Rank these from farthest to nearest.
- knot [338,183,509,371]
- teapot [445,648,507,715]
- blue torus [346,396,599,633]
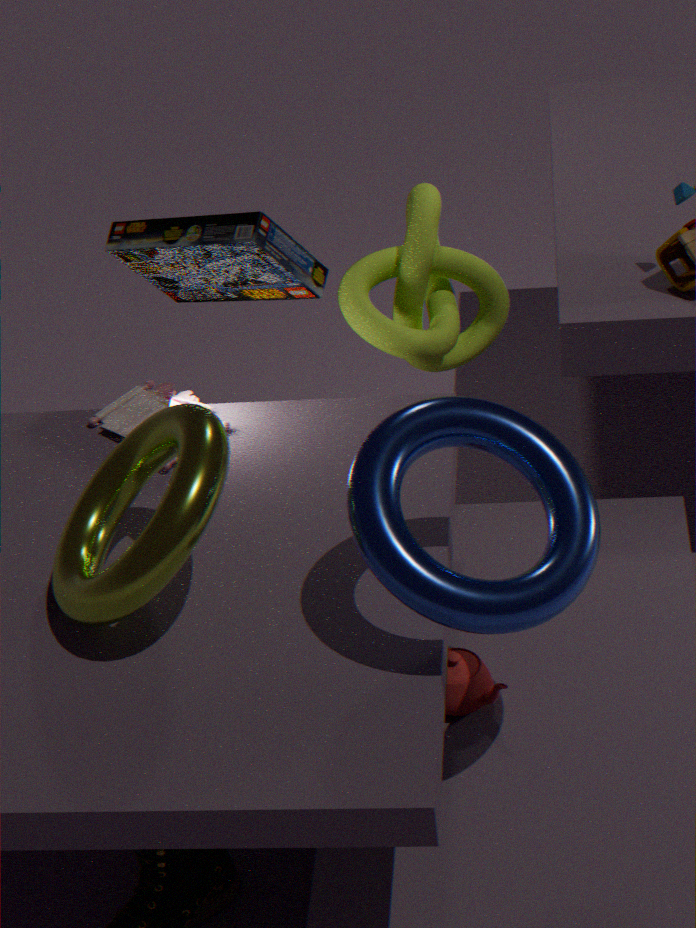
1. knot [338,183,509,371]
2. teapot [445,648,507,715]
3. blue torus [346,396,599,633]
